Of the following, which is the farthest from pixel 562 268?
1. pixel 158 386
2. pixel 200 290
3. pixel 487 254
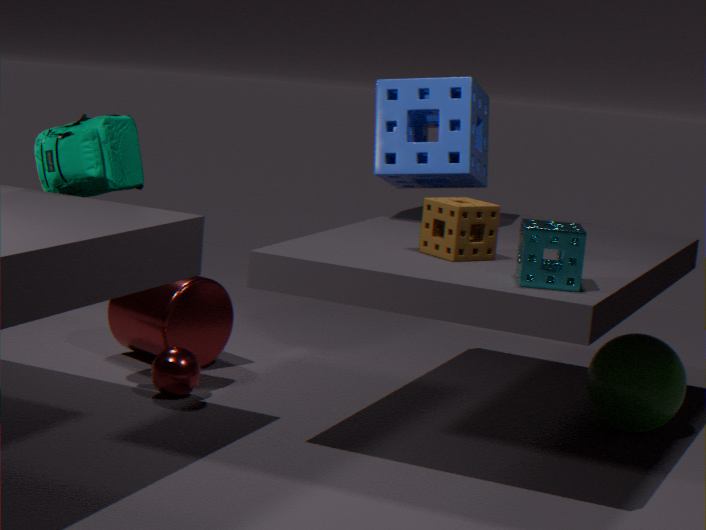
pixel 200 290
